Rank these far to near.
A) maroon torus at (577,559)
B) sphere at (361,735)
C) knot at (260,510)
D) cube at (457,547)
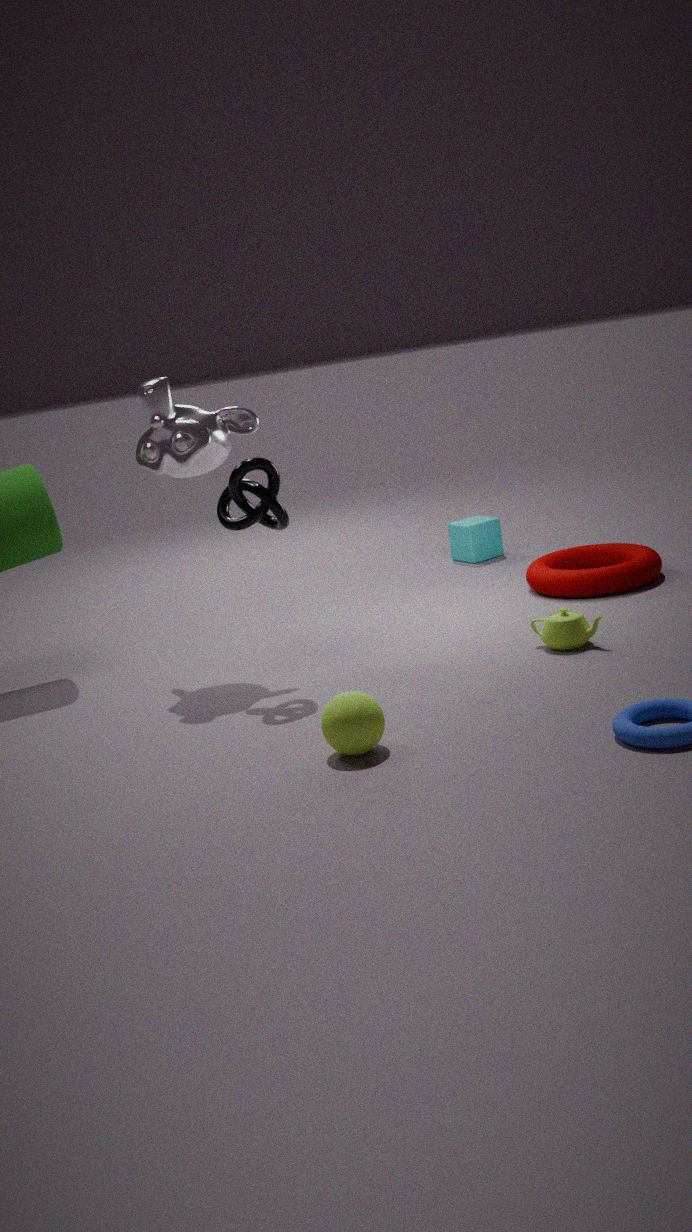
cube at (457,547), maroon torus at (577,559), knot at (260,510), sphere at (361,735)
